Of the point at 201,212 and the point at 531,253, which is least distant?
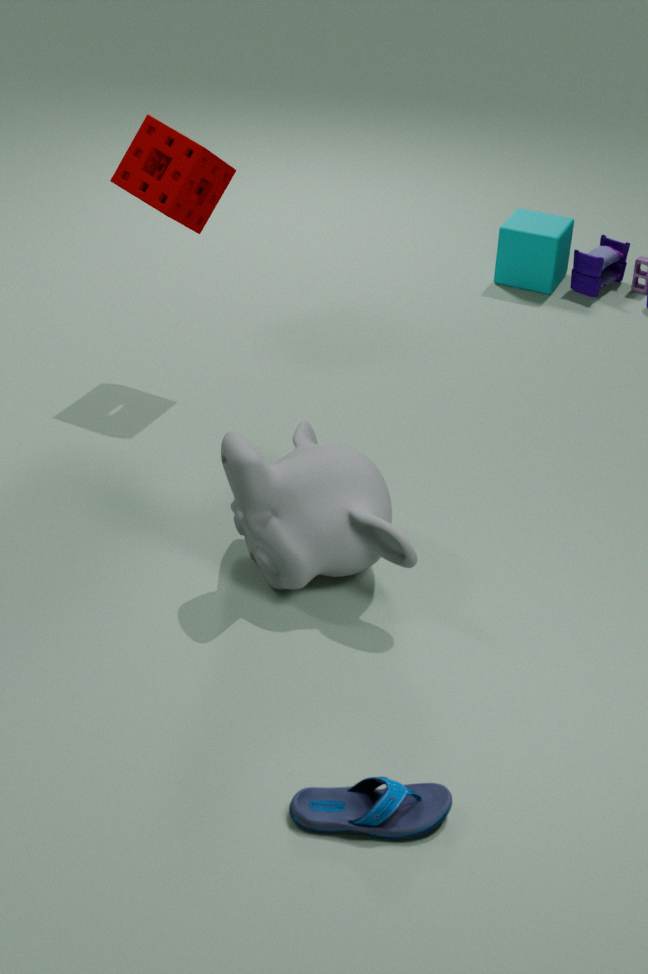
the point at 201,212
